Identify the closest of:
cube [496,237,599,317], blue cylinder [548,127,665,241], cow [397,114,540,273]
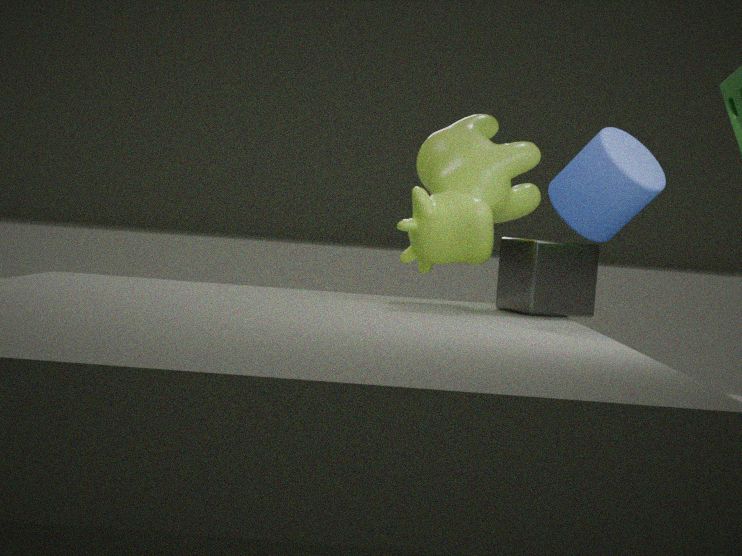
blue cylinder [548,127,665,241]
